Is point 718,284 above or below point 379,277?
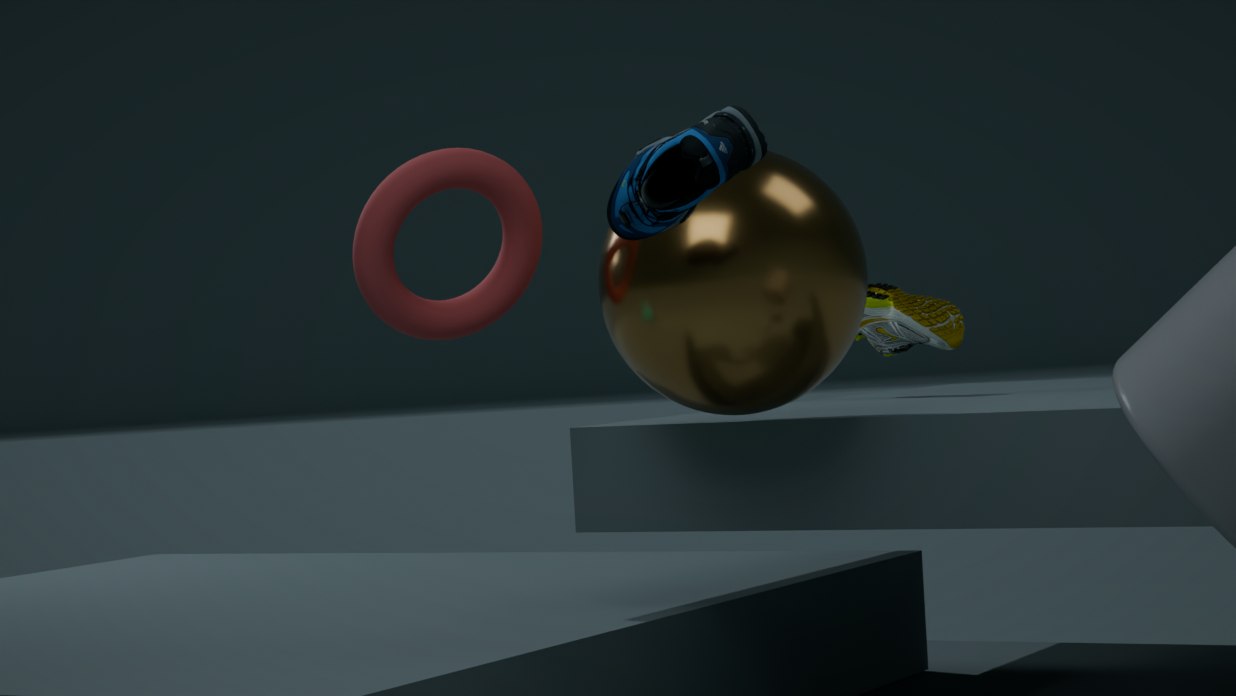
below
